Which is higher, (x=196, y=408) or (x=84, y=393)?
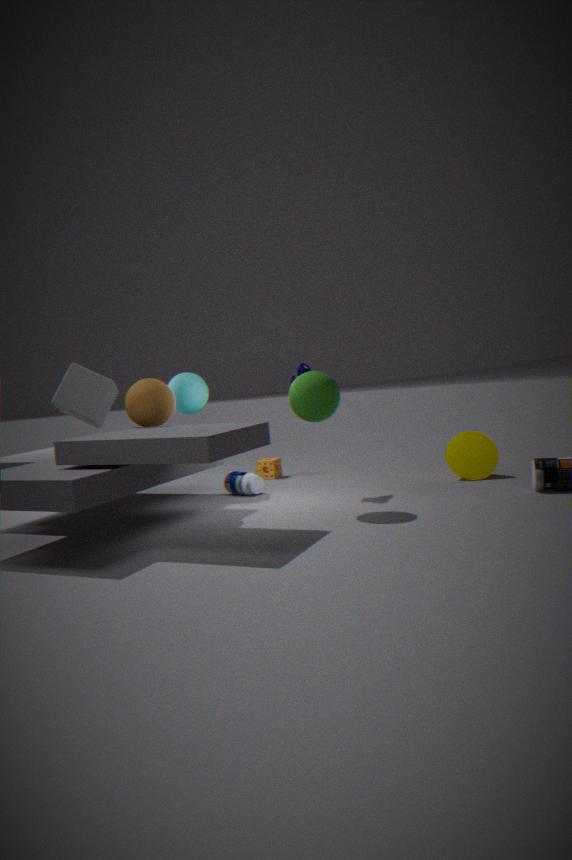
(x=84, y=393)
